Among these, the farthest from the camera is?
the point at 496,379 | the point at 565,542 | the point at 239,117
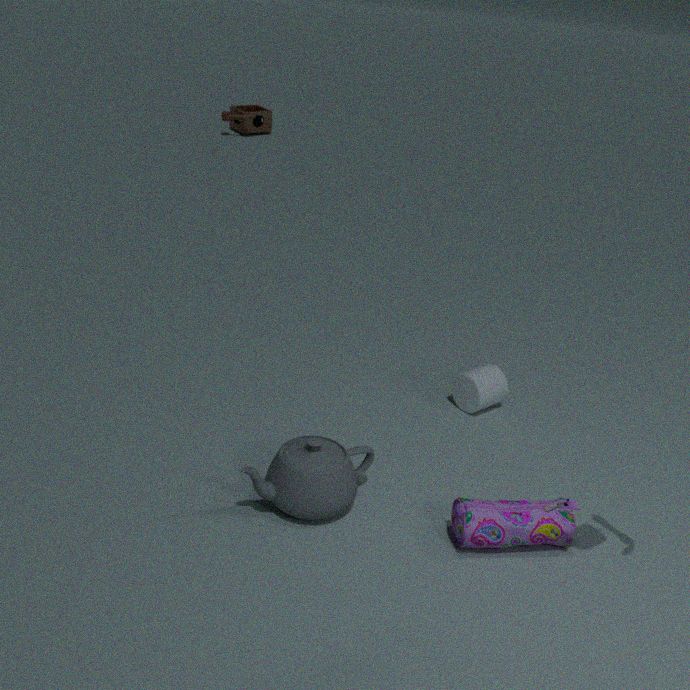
the point at 239,117
